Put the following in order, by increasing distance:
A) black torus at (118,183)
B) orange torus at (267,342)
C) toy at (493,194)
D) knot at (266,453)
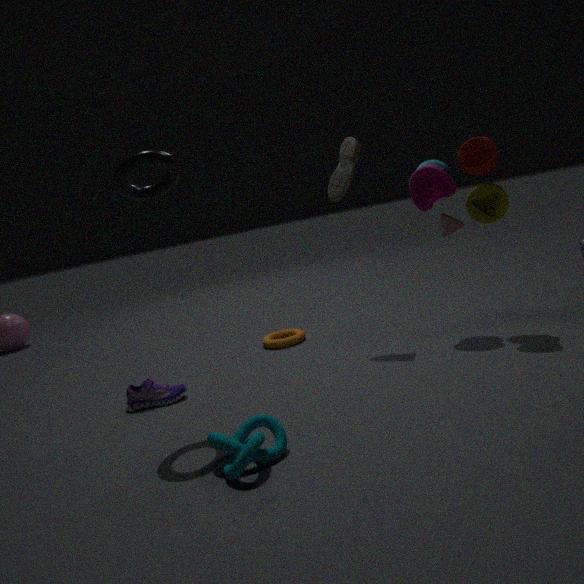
knot at (266,453) → black torus at (118,183) → toy at (493,194) → orange torus at (267,342)
